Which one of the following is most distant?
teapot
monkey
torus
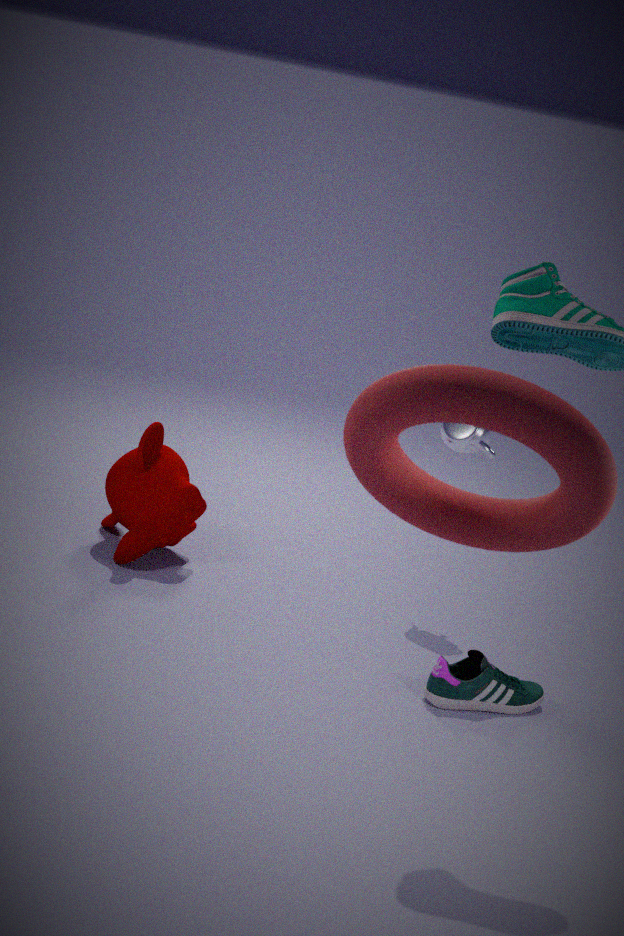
monkey
